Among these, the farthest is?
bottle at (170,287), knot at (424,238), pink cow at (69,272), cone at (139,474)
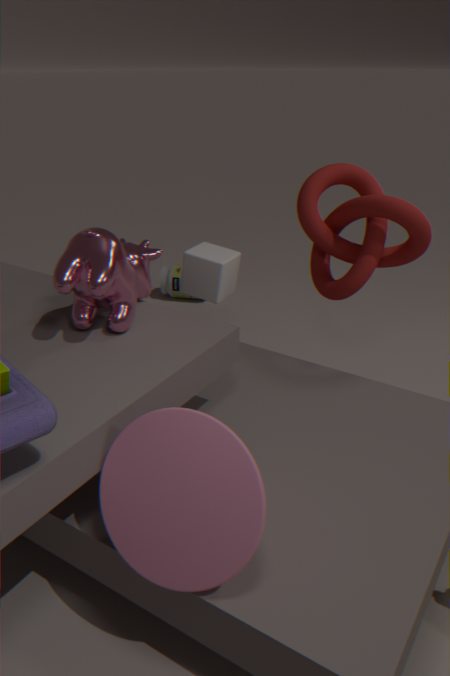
bottle at (170,287)
